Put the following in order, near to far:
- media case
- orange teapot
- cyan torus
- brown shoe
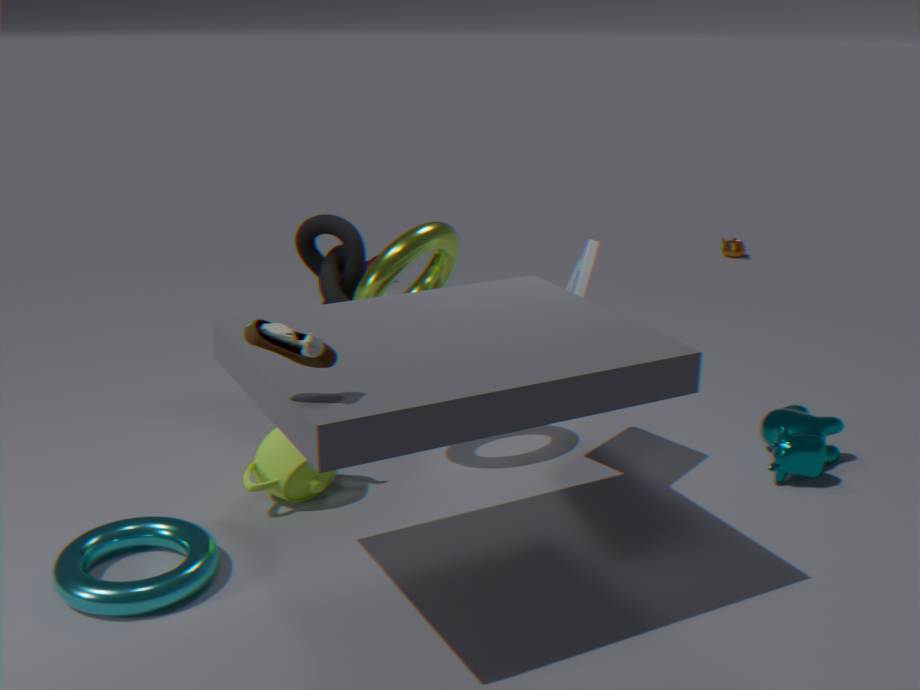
brown shoe, cyan torus, media case, orange teapot
